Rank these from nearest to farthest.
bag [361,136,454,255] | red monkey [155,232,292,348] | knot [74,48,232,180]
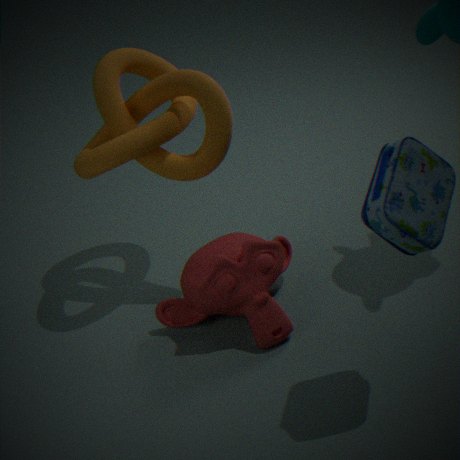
bag [361,136,454,255] → red monkey [155,232,292,348] → knot [74,48,232,180]
